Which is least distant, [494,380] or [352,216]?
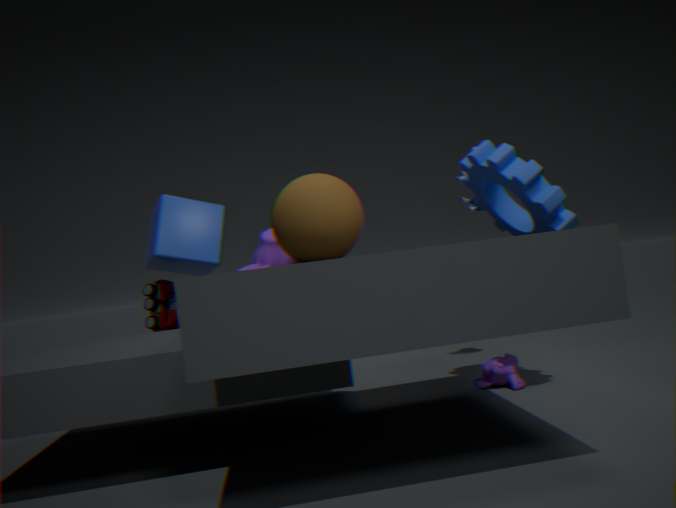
[352,216]
